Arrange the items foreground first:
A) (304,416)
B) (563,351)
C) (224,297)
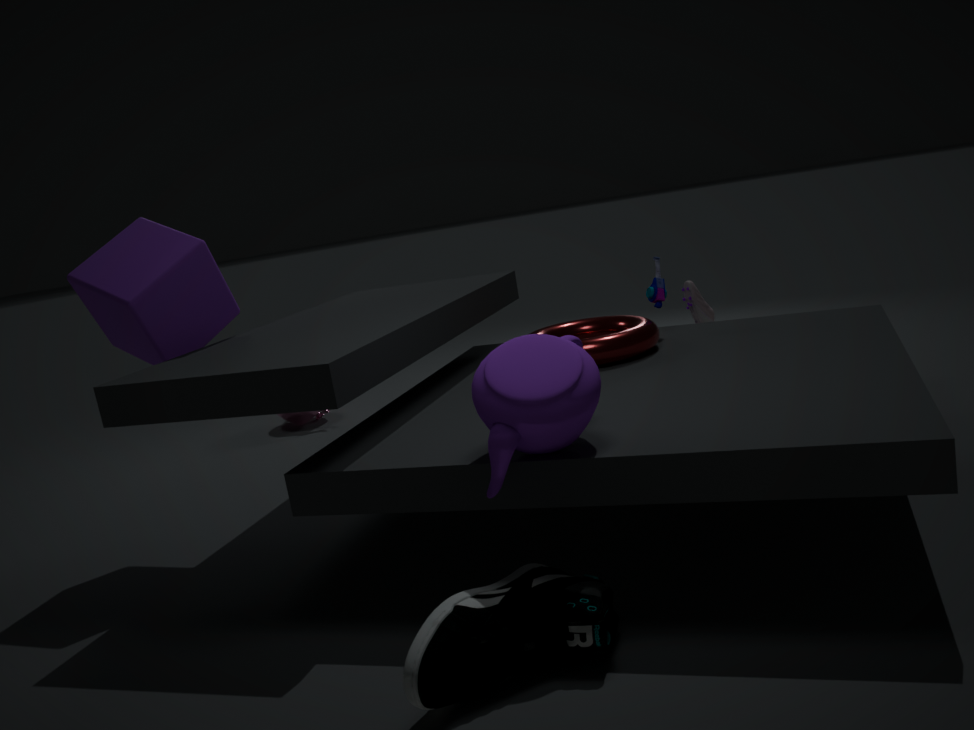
(563,351) → (224,297) → (304,416)
